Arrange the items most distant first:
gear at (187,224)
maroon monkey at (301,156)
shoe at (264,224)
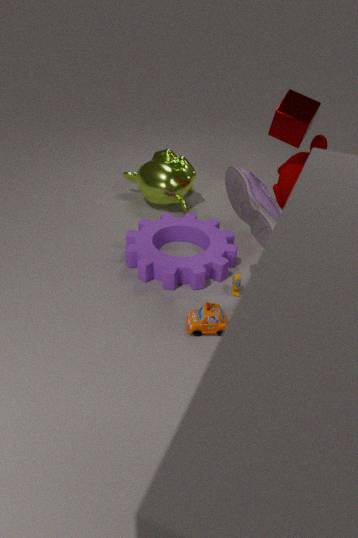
maroon monkey at (301,156), gear at (187,224), shoe at (264,224)
